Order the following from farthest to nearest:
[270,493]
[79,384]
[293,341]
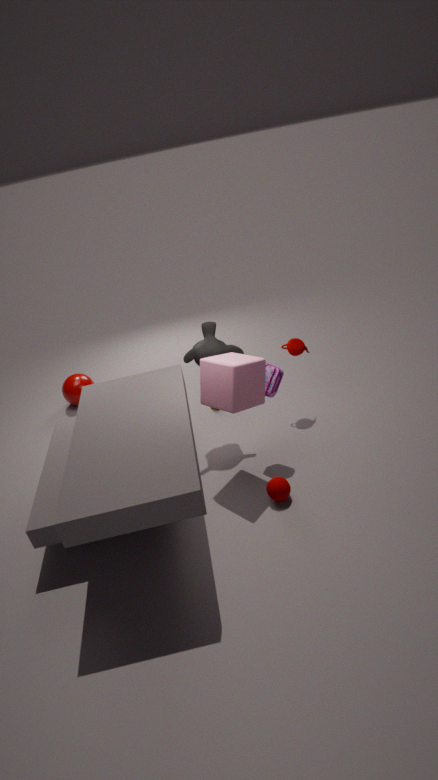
[79,384] → [293,341] → [270,493]
